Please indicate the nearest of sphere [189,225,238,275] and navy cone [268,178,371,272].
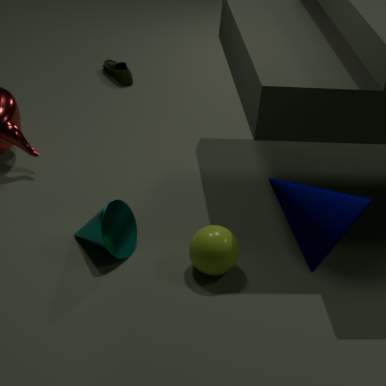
navy cone [268,178,371,272]
